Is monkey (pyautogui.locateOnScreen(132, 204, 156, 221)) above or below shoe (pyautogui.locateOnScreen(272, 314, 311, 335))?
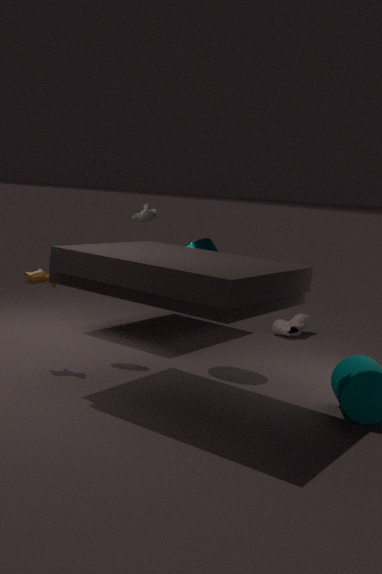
above
